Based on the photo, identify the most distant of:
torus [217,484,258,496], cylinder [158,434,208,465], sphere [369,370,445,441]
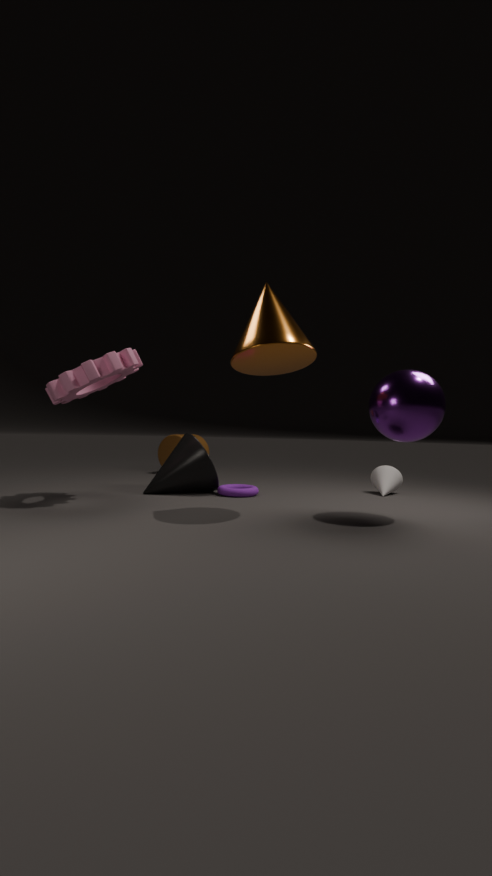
cylinder [158,434,208,465]
